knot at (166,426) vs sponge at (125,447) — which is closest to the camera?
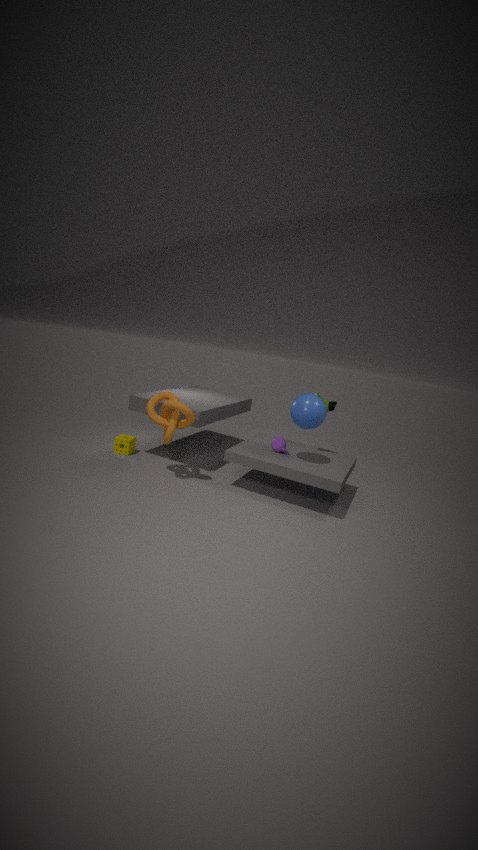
knot at (166,426)
